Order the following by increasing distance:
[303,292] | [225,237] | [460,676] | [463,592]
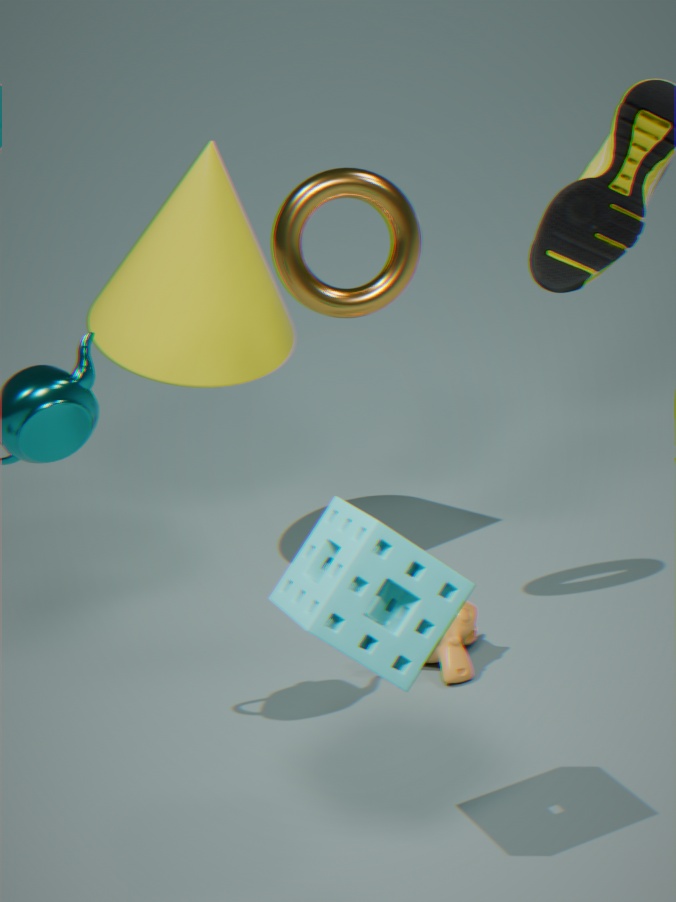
[463,592], [303,292], [460,676], [225,237]
